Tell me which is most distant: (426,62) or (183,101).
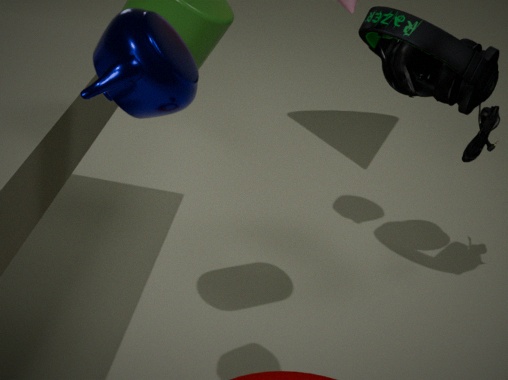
(426,62)
